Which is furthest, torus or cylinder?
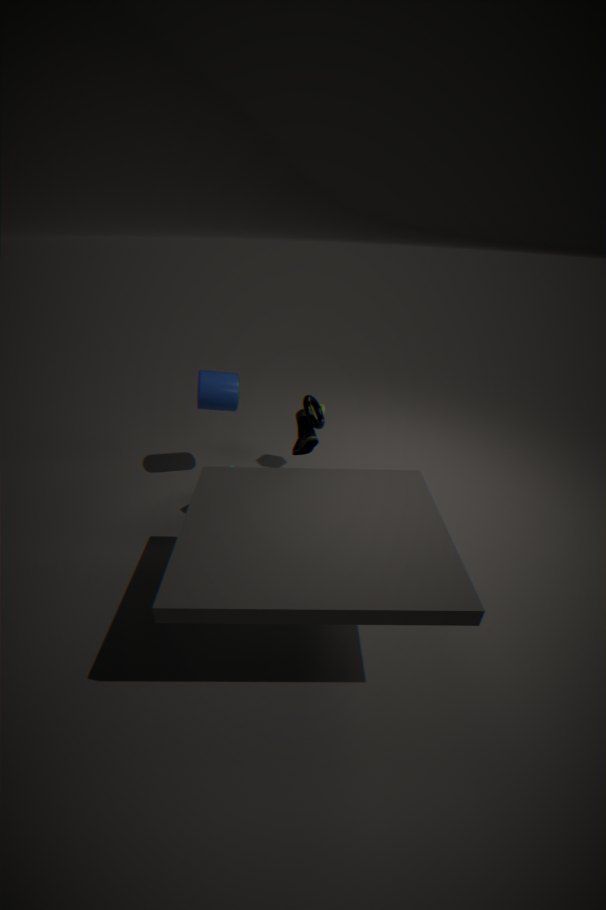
cylinder
